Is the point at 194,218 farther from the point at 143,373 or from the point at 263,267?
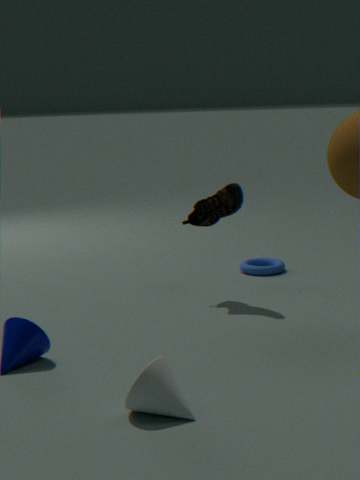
the point at 143,373
